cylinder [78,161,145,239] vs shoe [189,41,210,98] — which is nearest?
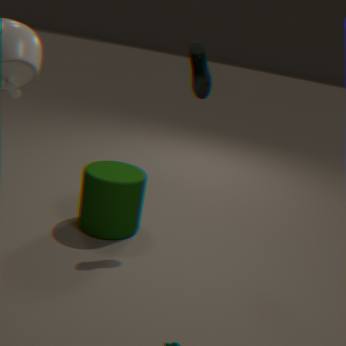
shoe [189,41,210,98]
